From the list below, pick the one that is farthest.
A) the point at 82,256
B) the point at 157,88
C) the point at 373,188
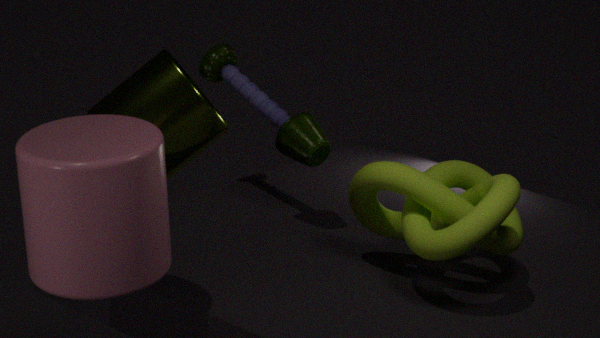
the point at 157,88
